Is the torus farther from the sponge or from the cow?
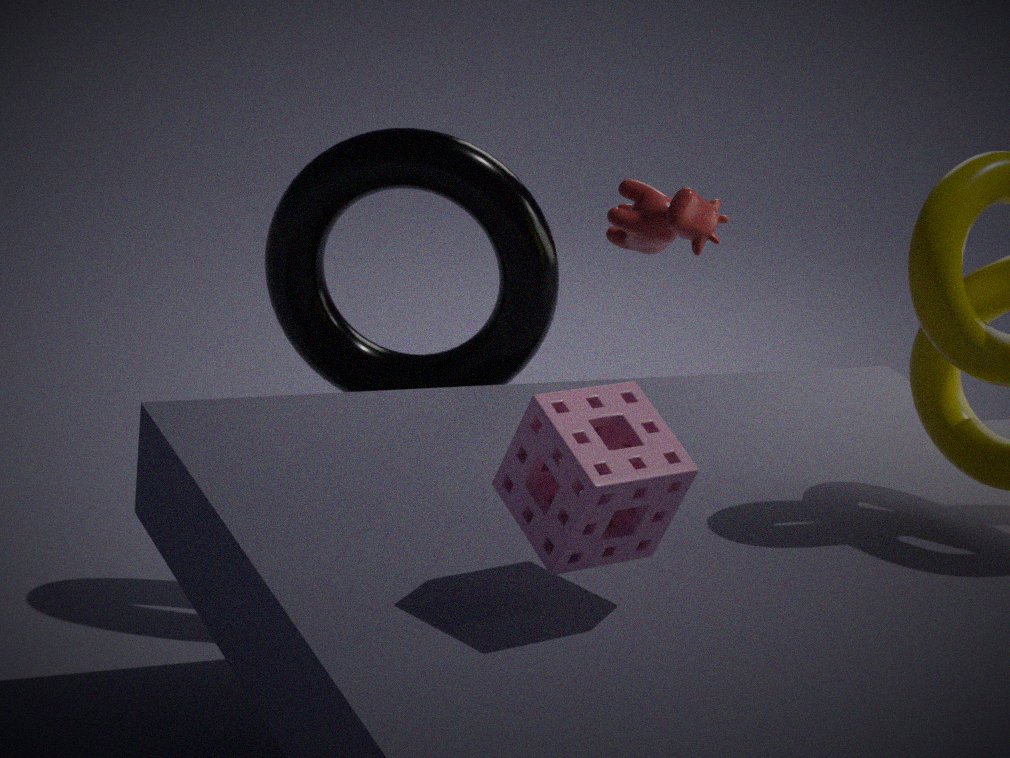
the sponge
